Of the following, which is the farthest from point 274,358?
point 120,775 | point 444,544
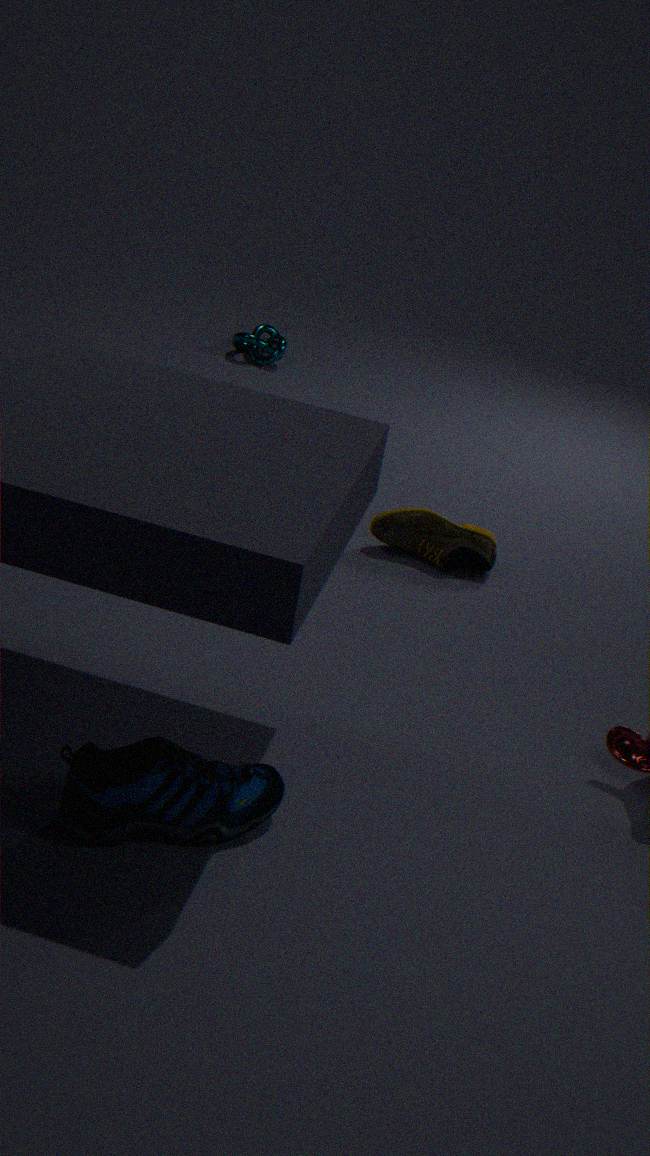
point 120,775
